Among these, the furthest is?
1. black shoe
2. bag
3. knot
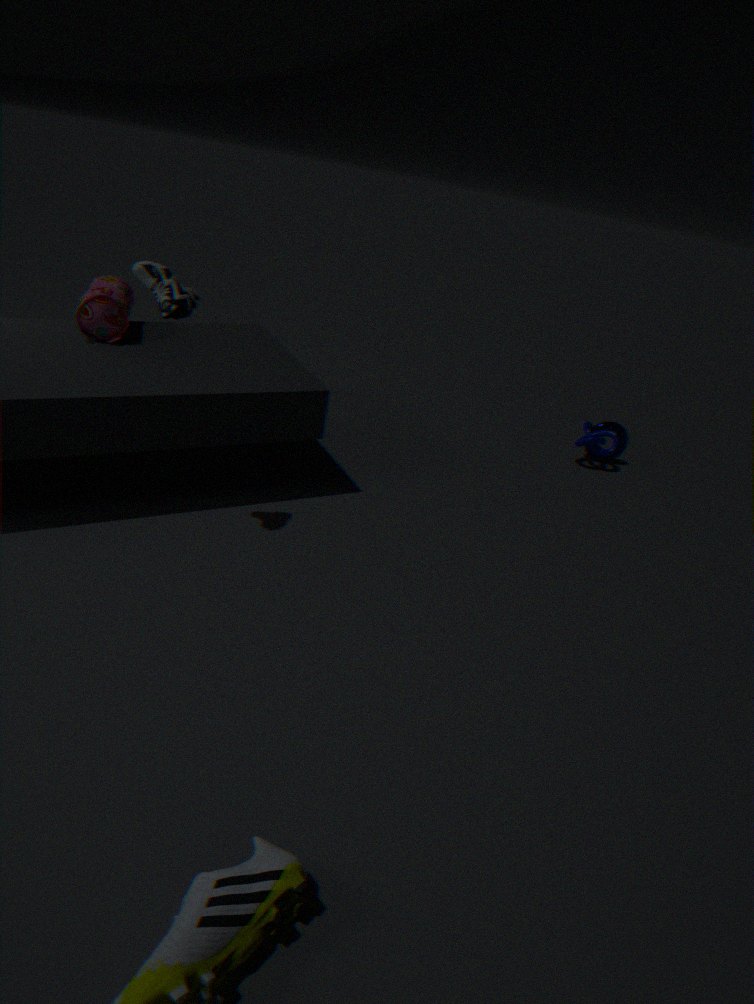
knot
